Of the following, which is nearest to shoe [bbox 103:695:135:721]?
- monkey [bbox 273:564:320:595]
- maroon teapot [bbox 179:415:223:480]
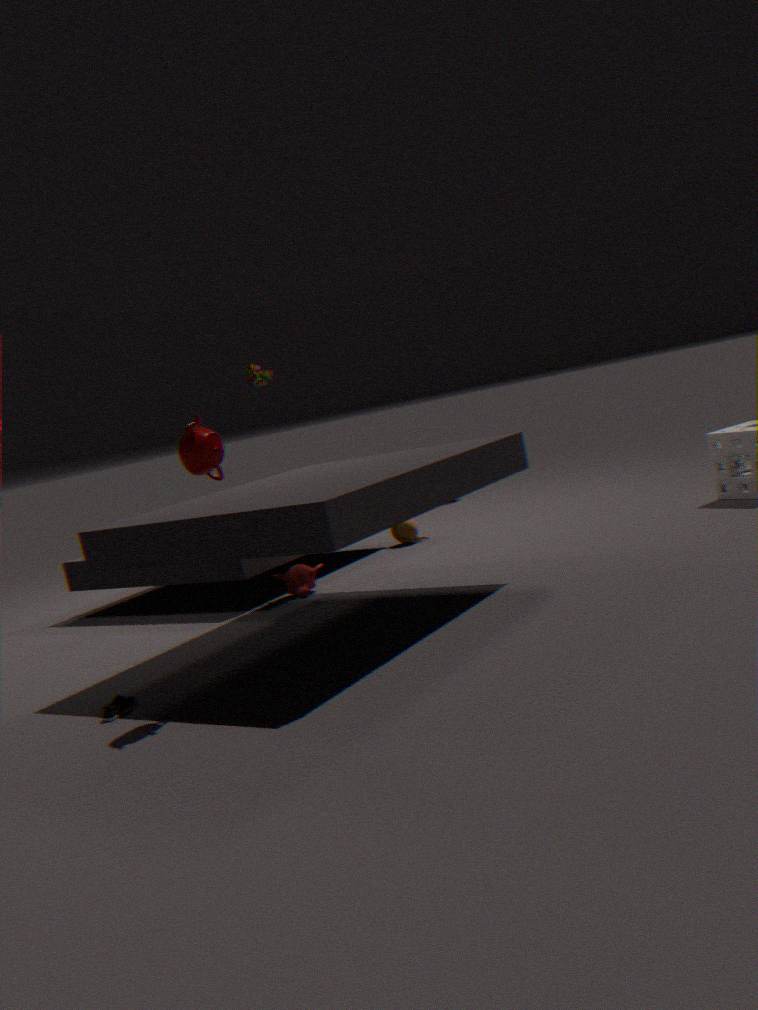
maroon teapot [bbox 179:415:223:480]
